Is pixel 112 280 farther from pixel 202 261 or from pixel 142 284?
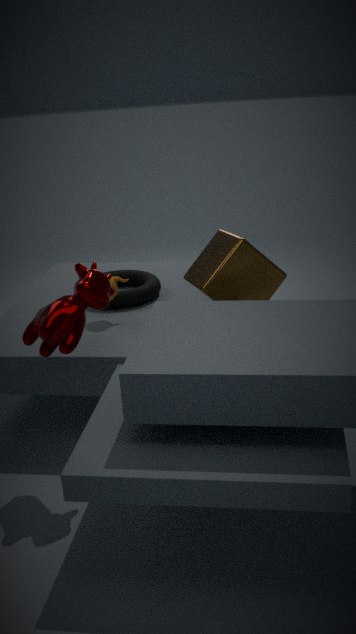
pixel 202 261
